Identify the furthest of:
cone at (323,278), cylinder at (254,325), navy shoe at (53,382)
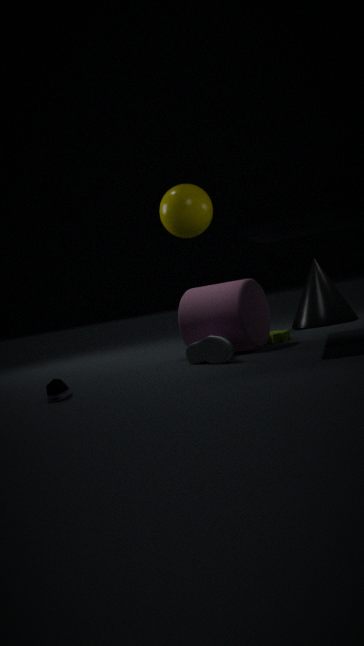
cone at (323,278)
